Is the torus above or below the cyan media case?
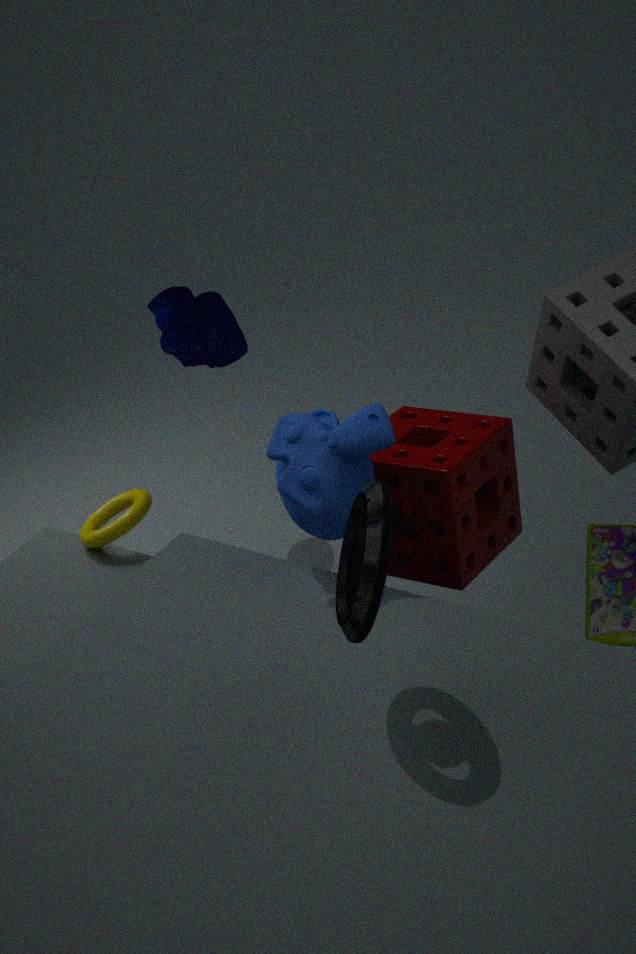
below
